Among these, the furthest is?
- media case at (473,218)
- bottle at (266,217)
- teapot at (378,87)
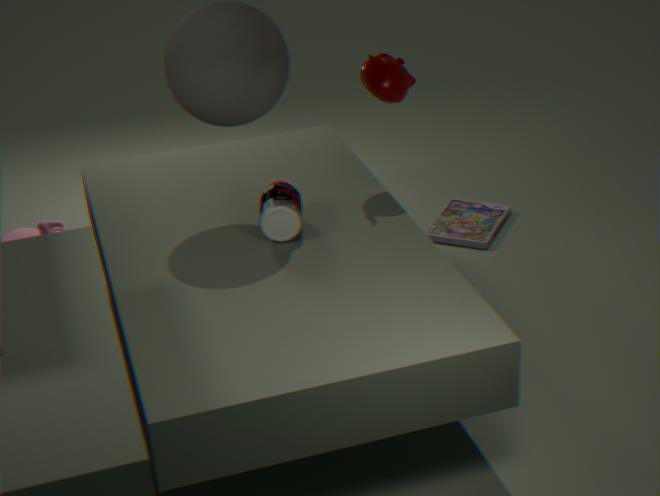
media case at (473,218)
